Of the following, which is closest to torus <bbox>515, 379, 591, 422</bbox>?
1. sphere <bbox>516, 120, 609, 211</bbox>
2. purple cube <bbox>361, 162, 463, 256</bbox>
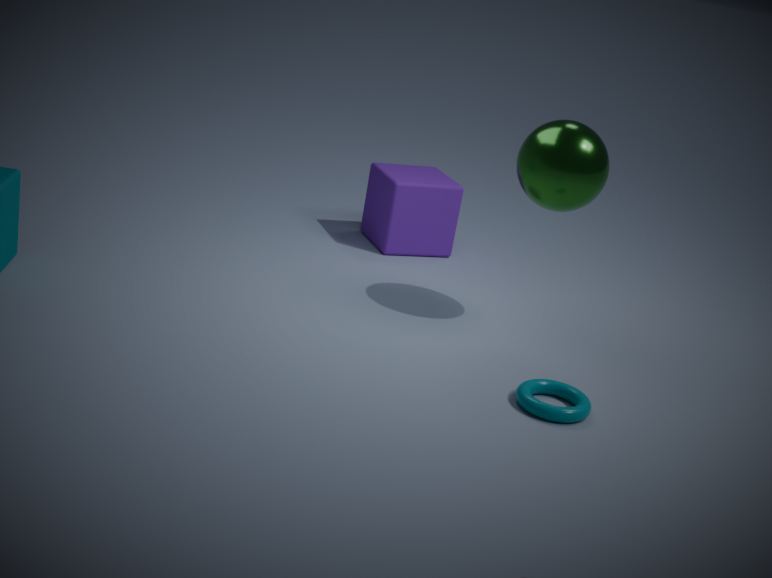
sphere <bbox>516, 120, 609, 211</bbox>
